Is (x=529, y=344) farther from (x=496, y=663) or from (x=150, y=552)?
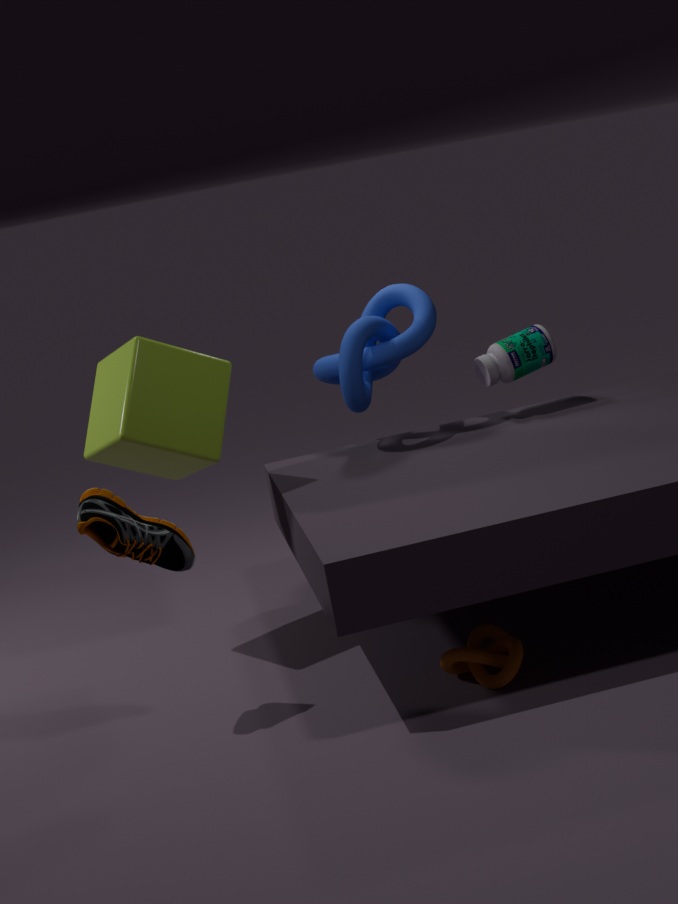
(x=150, y=552)
